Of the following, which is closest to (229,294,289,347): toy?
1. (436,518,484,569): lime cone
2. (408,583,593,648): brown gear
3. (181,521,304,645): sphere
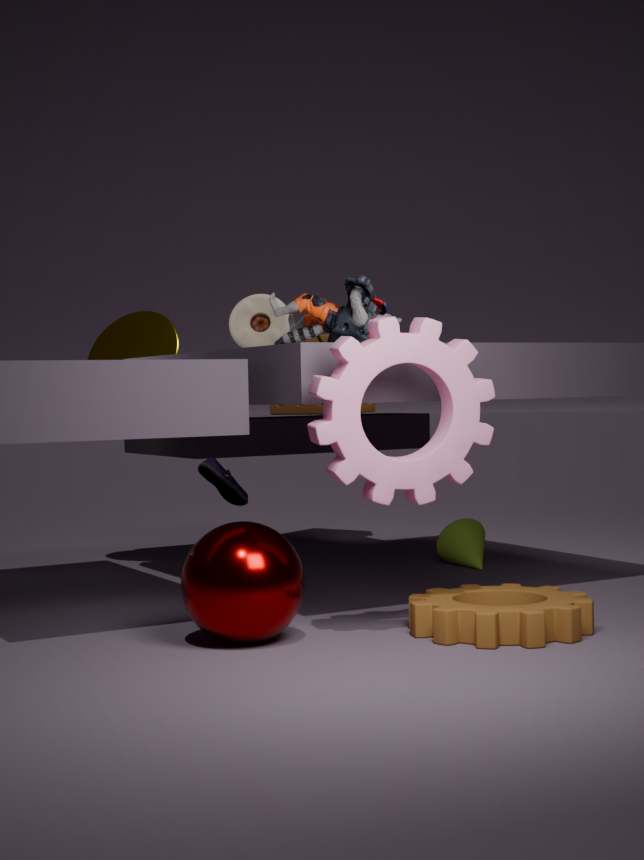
(436,518,484,569): lime cone
